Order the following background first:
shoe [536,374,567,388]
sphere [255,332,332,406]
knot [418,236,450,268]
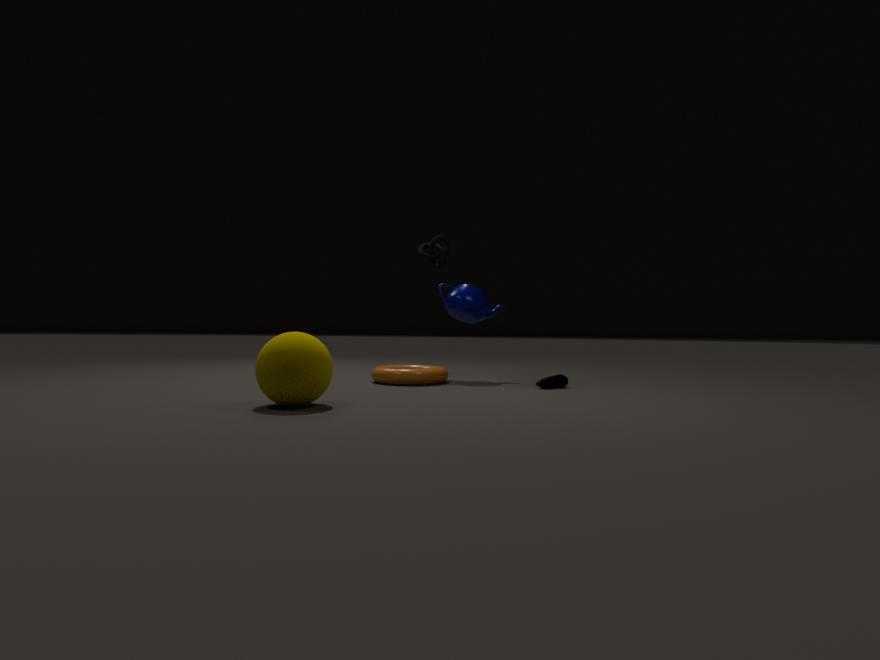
knot [418,236,450,268], shoe [536,374,567,388], sphere [255,332,332,406]
